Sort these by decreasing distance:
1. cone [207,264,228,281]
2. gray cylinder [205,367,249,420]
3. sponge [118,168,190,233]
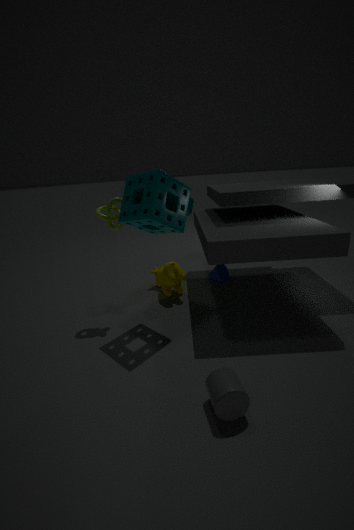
1. cone [207,264,228,281]
2. sponge [118,168,190,233]
3. gray cylinder [205,367,249,420]
